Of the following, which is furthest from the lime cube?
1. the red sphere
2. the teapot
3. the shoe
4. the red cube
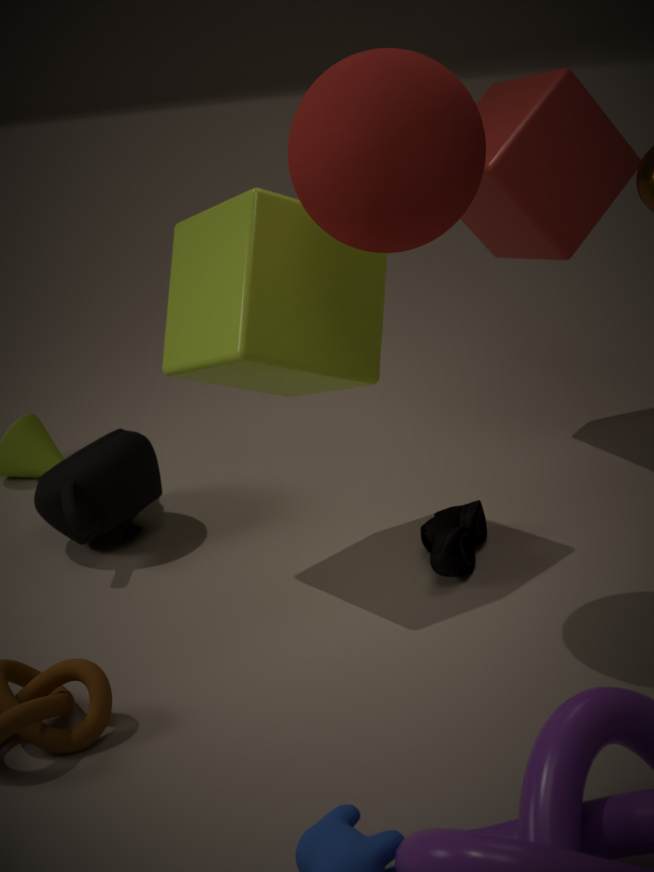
the red cube
